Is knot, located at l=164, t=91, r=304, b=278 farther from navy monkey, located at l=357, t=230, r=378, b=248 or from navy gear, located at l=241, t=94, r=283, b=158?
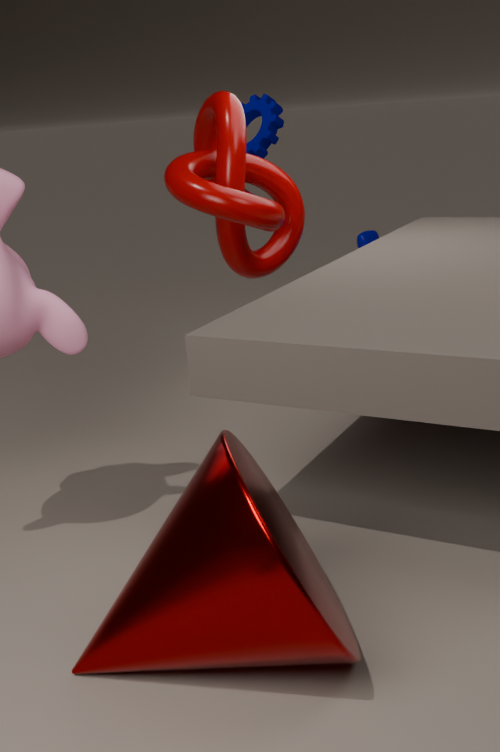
navy monkey, located at l=357, t=230, r=378, b=248
